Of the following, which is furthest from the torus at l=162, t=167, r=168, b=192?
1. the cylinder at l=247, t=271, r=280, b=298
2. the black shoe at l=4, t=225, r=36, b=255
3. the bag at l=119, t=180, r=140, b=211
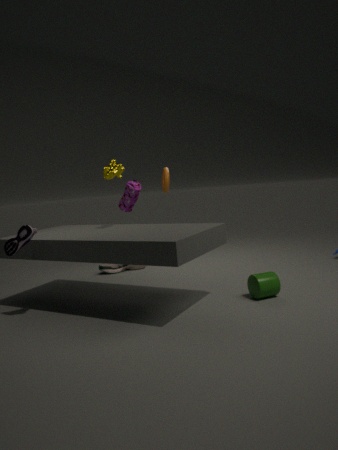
the black shoe at l=4, t=225, r=36, b=255
